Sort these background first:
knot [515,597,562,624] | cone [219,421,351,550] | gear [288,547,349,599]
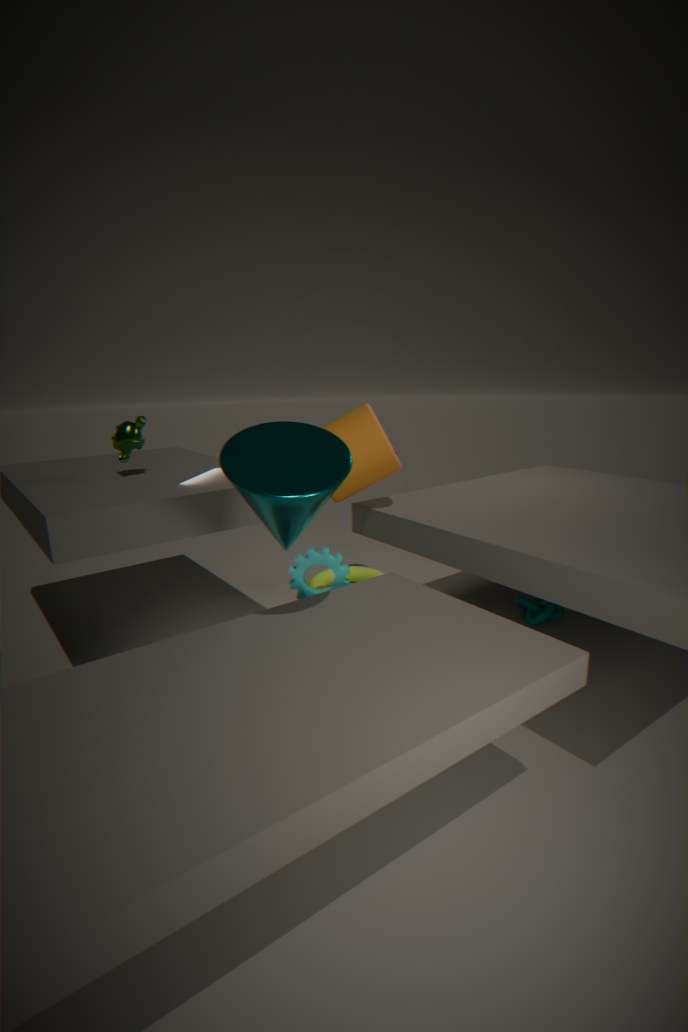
knot [515,597,562,624], gear [288,547,349,599], cone [219,421,351,550]
